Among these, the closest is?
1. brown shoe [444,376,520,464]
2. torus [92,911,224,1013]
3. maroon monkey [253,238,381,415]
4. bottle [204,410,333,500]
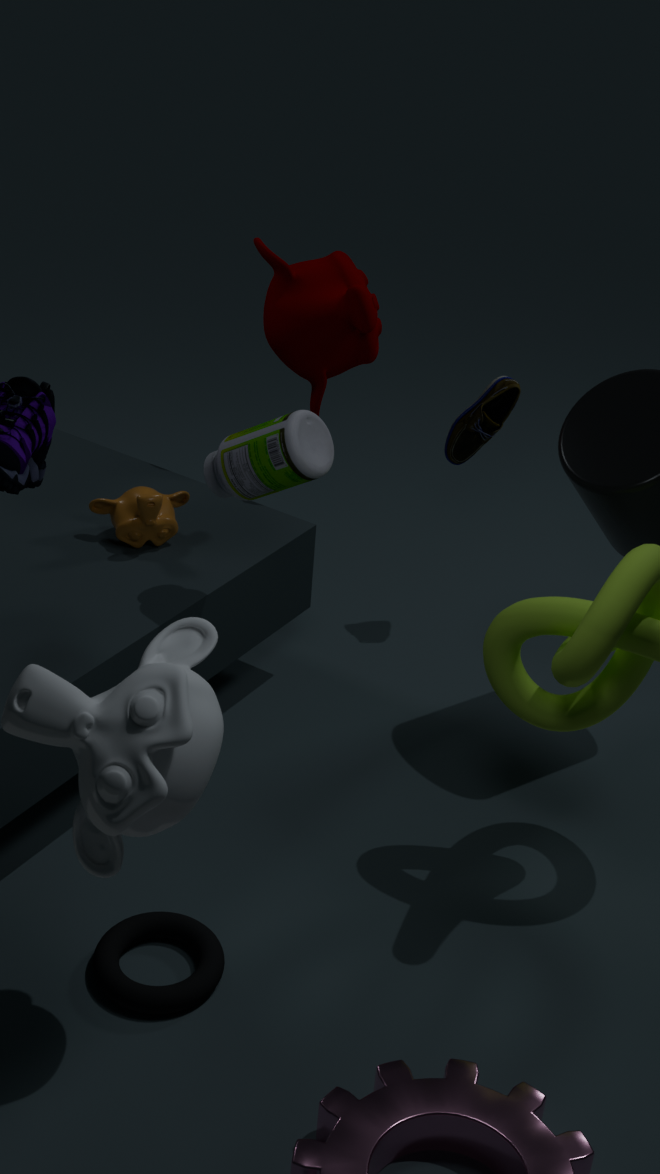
torus [92,911,224,1013]
